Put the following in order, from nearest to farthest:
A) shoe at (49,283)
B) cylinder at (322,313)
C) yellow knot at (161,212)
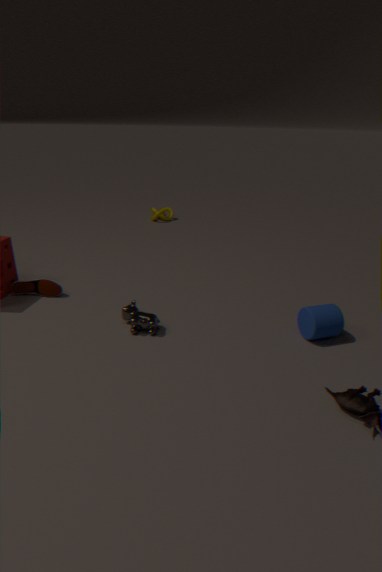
cylinder at (322,313) → shoe at (49,283) → yellow knot at (161,212)
